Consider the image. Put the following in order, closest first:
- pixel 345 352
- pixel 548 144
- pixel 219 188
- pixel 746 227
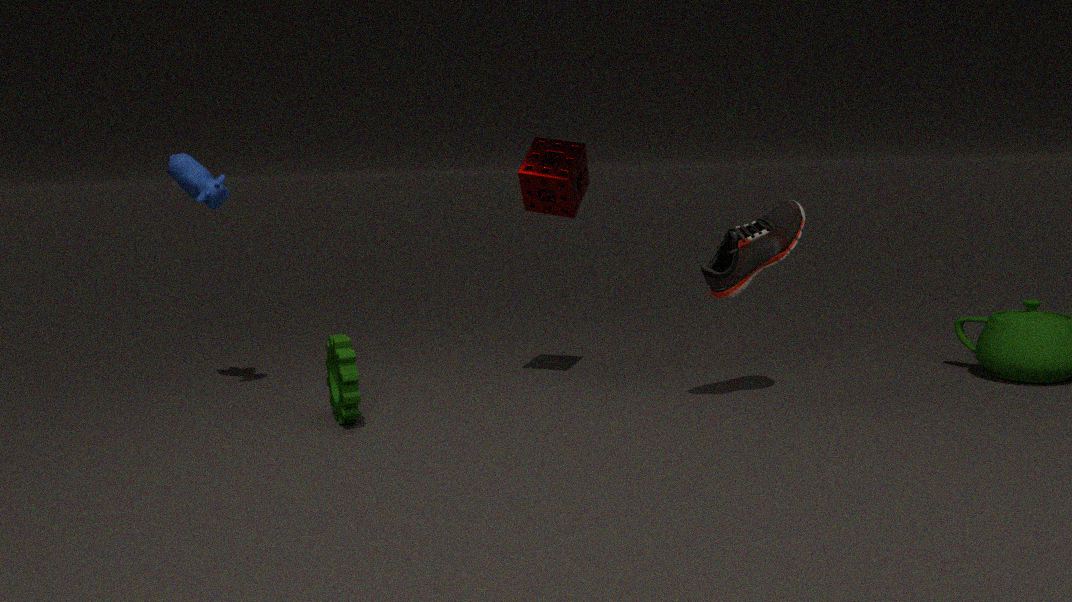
pixel 345 352 < pixel 746 227 < pixel 219 188 < pixel 548 144
